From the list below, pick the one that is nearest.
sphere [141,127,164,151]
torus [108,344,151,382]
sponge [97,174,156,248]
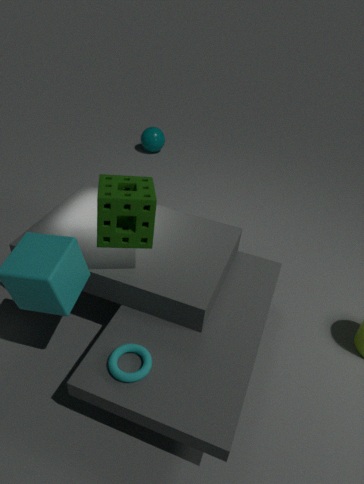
torus [108,344,151,382]
